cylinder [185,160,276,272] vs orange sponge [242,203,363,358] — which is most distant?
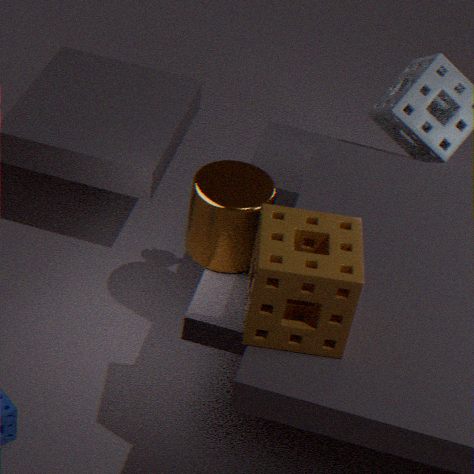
cylinder [185,160,276,272]
